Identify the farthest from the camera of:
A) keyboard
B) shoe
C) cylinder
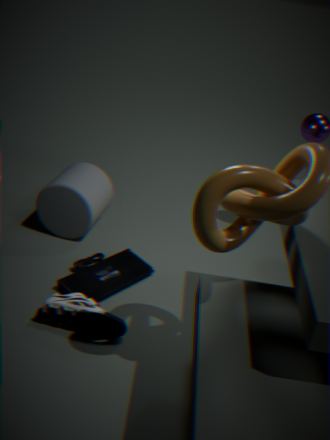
cylinder
